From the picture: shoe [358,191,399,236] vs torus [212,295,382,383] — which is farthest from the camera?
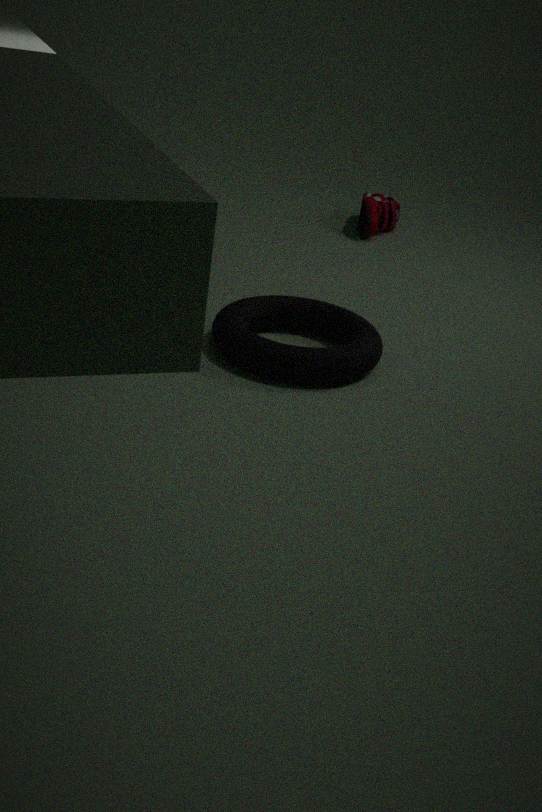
shoe [358,191,399,236]
